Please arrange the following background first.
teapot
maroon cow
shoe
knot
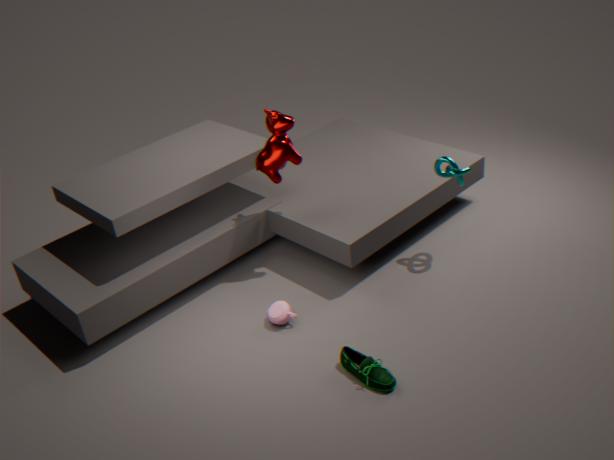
maroon cow, knot, teapot, shoe
